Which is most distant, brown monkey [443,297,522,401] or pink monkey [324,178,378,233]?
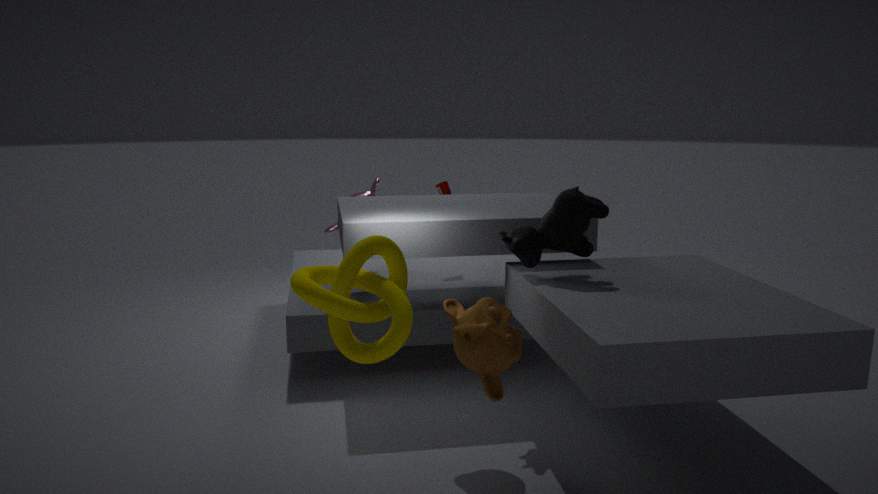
pink monkey [324,178,378,233]
